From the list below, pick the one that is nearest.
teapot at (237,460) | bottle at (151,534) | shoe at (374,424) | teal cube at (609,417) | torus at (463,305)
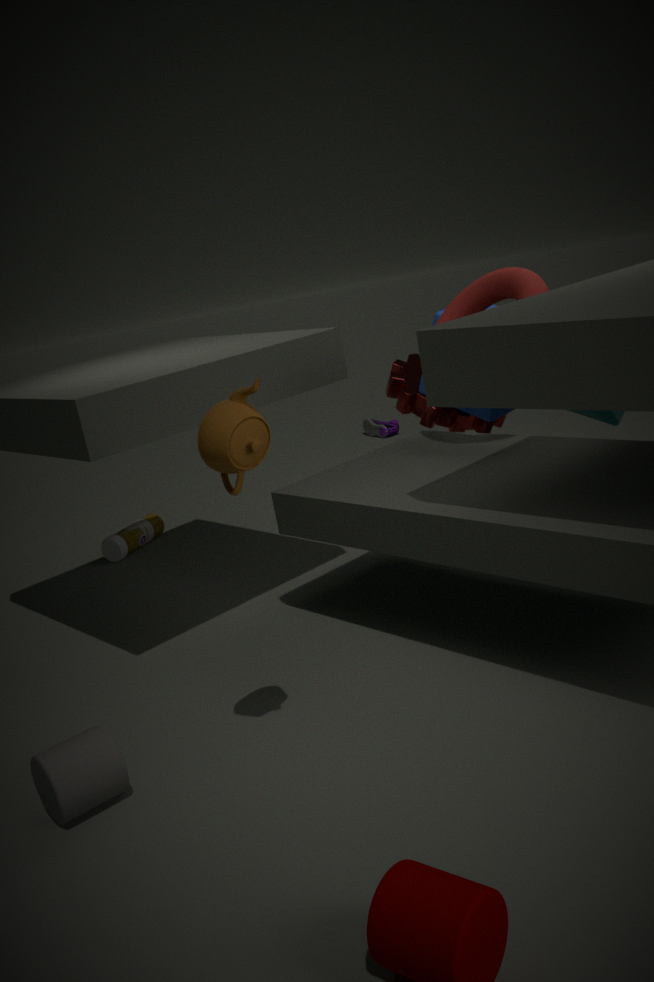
teapot at (237,460)
